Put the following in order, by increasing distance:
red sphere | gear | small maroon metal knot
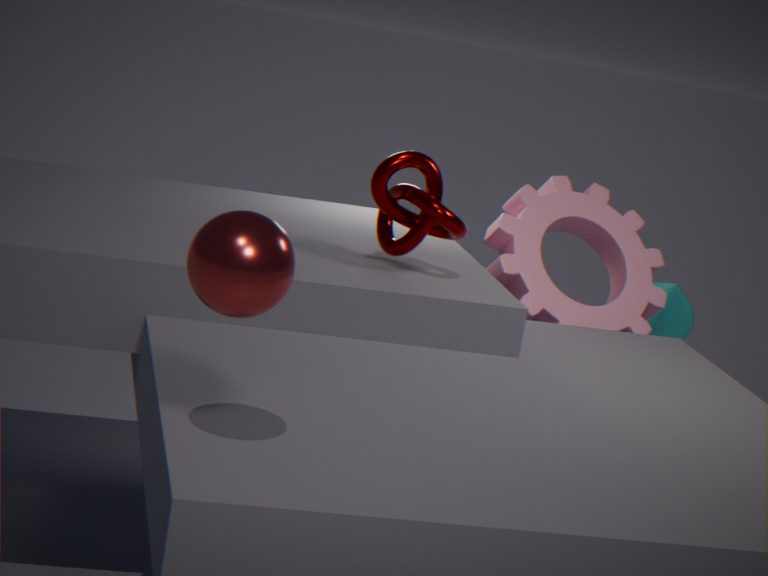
red sphere → small maroon metal knot → gear
